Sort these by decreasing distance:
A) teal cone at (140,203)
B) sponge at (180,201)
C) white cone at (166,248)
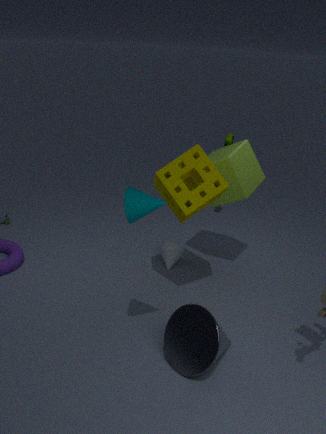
white cone at (166,248)
sponge at (180,201)
teal cone at (140,203)
